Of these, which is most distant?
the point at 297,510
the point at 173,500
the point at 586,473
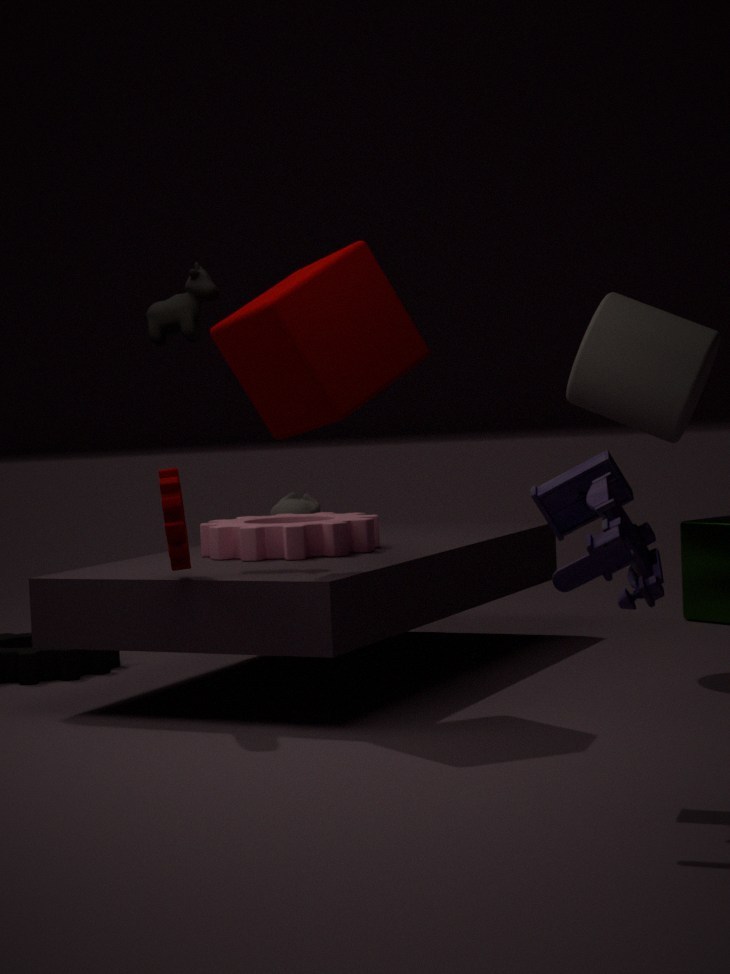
the point at 297,510
